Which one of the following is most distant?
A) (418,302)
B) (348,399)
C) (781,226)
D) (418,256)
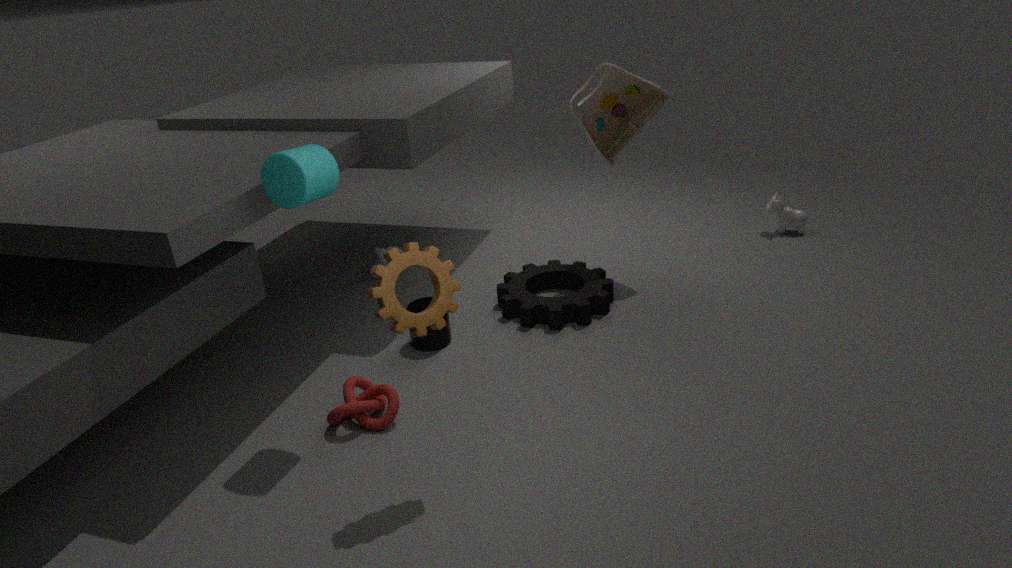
(781,226)
